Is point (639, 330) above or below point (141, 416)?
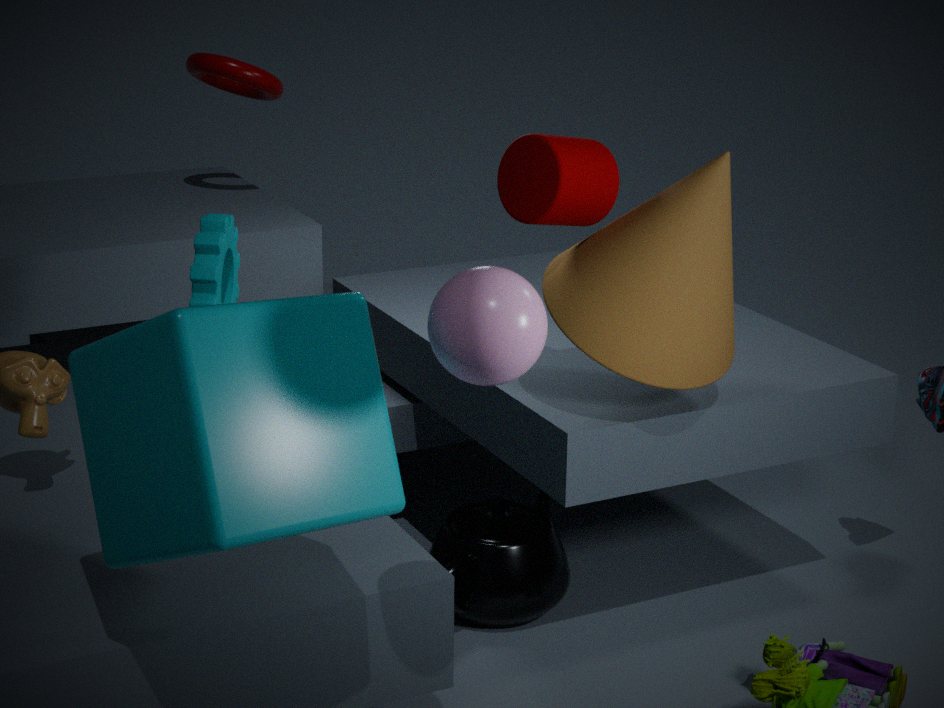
above
